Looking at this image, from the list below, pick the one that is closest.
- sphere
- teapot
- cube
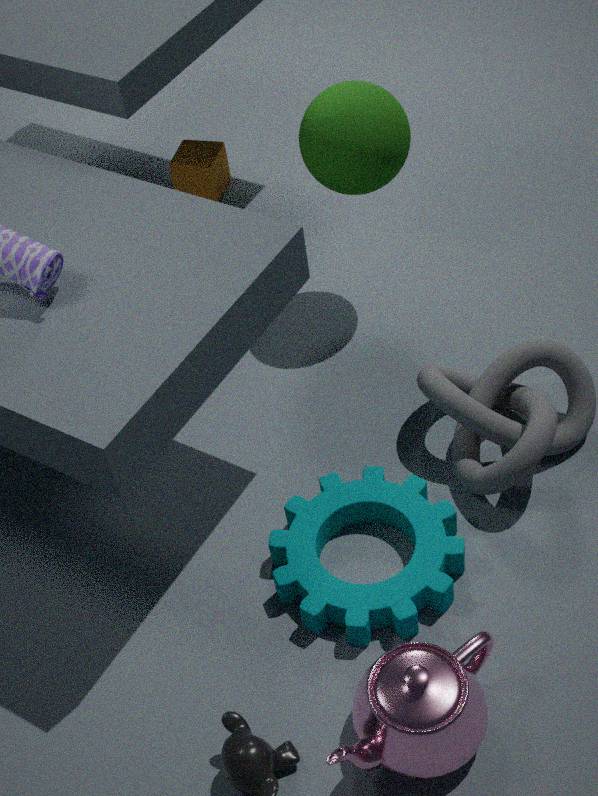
teapot
